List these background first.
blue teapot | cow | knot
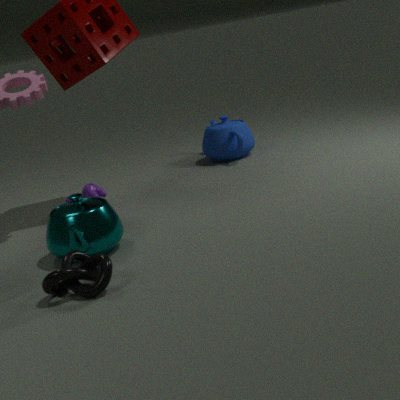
blue teapot
cow
knot
